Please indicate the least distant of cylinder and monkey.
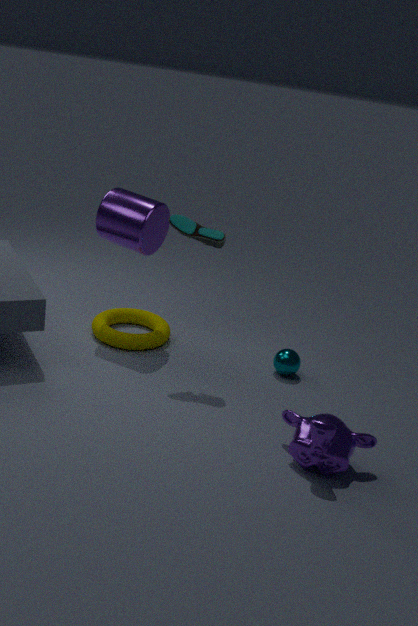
monkey
